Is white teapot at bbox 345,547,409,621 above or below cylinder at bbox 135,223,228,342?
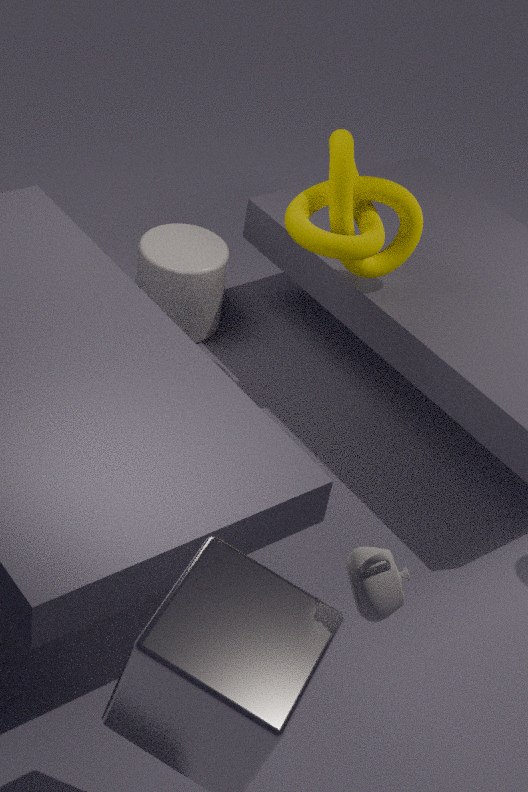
above
